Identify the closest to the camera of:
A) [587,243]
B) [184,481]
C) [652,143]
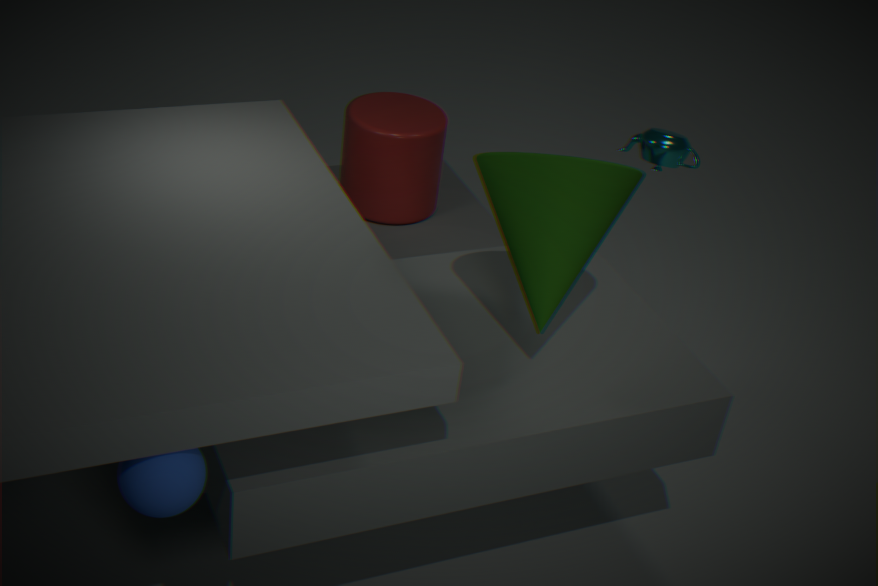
[184,481]
